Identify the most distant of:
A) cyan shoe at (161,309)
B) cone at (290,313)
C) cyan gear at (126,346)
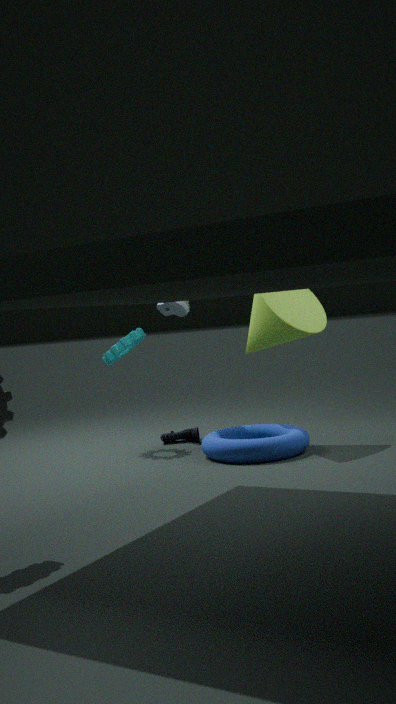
cyan gear at (126,346)
